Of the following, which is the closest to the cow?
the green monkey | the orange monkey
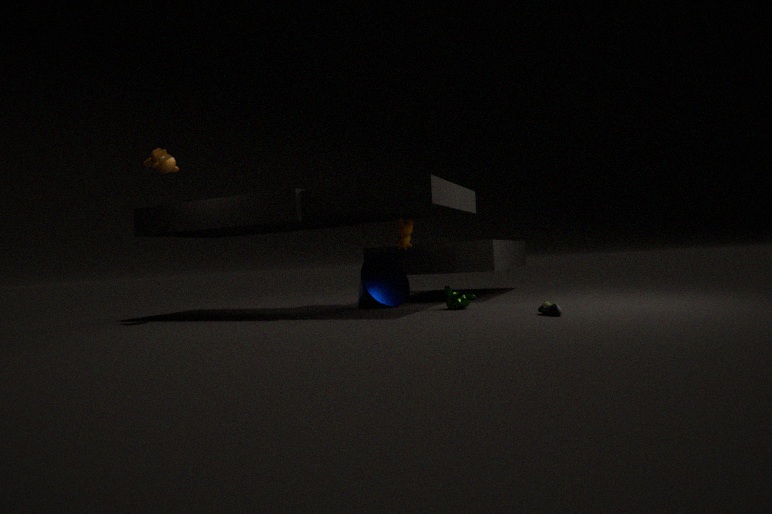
the green monkey
